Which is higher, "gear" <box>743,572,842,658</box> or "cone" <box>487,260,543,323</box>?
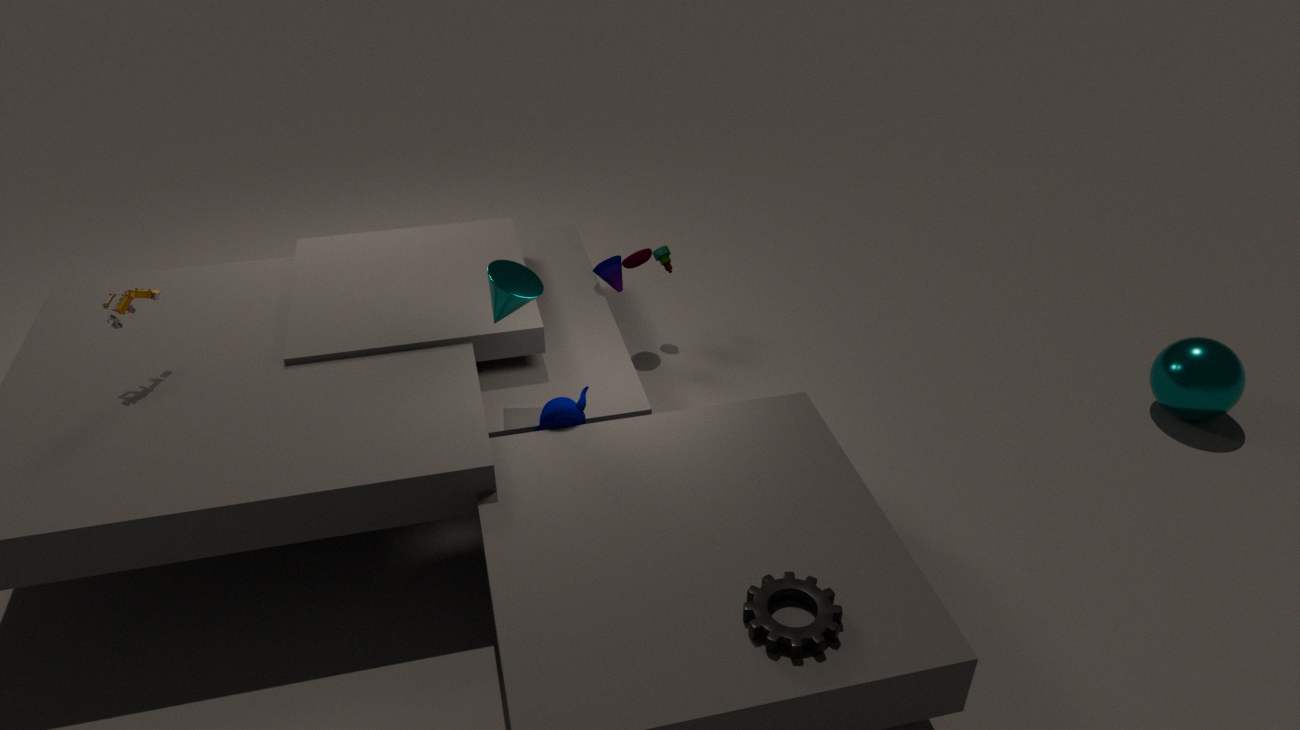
"cone" <box>487,260,543,323</box>
